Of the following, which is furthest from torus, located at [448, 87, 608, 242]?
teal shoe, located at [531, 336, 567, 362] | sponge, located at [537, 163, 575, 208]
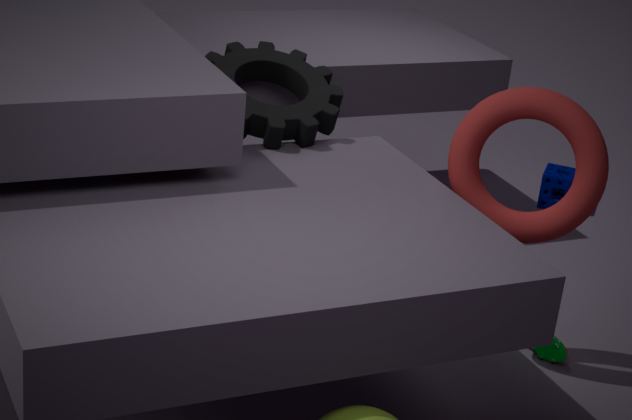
sponge, located at [537, 163, 575, 208]
